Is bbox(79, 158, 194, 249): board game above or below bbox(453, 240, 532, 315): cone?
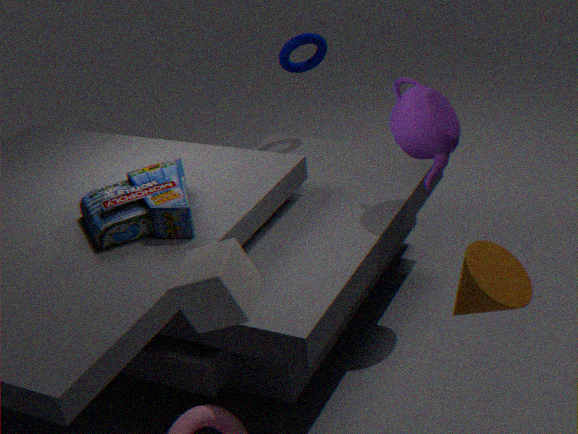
below
